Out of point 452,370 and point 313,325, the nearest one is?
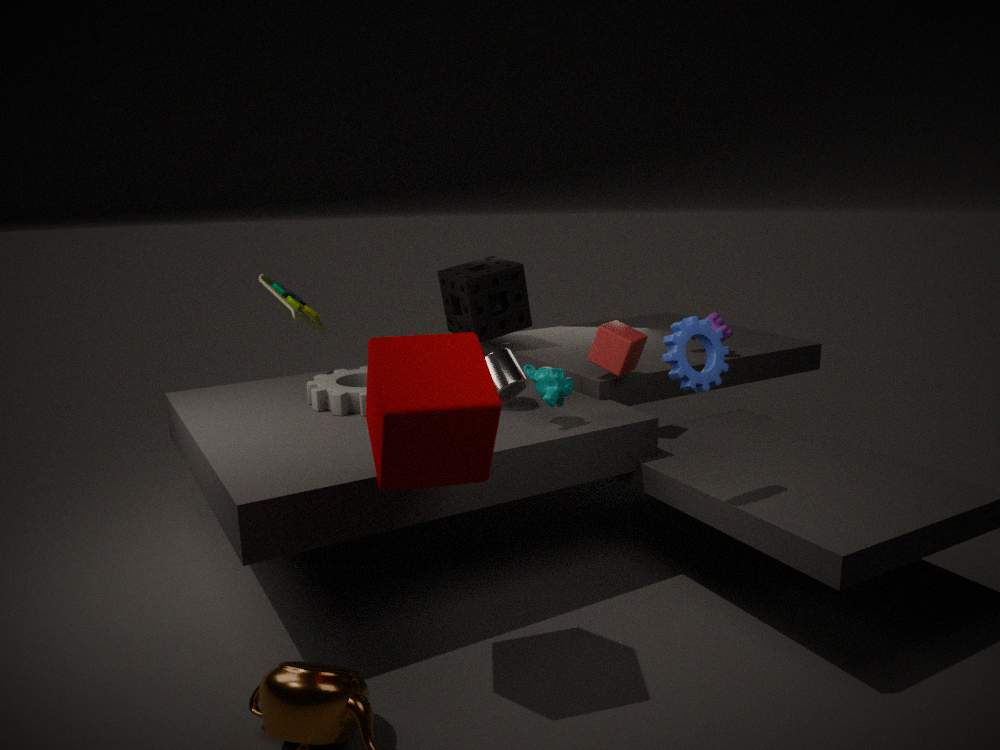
point 452,370
